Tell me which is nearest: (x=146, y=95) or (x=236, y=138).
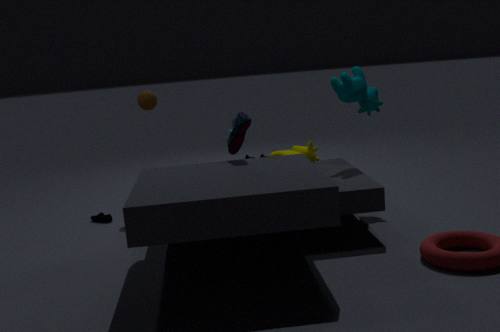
(x=236, y=138)
